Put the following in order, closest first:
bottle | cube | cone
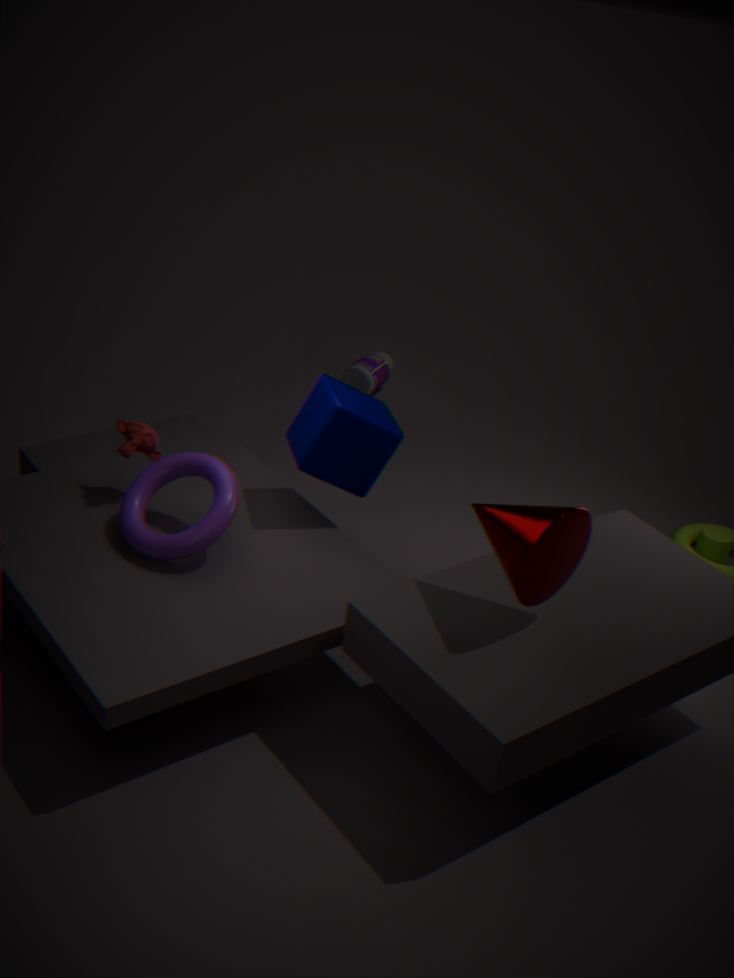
cone → cube → bottle
